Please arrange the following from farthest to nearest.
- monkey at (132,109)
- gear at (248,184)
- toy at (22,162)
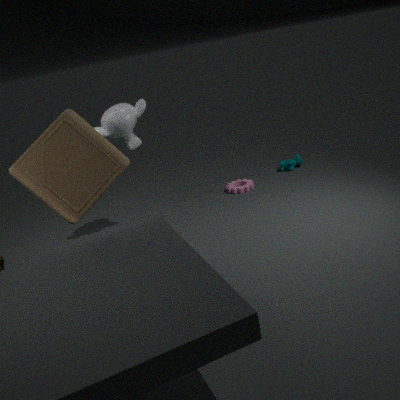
gear at (248,184) → monkey at (132,109) → toy at (22,162)
